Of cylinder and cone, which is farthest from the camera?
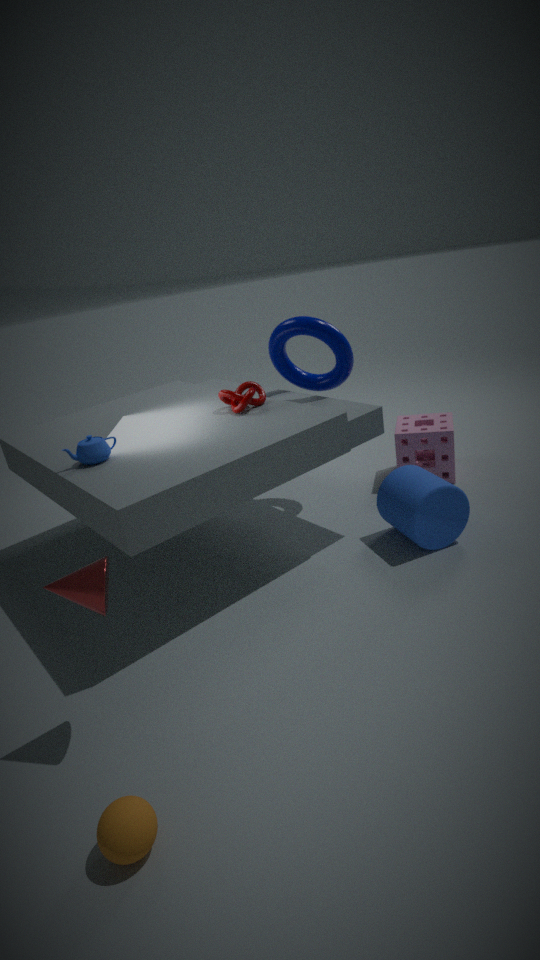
cylinder
